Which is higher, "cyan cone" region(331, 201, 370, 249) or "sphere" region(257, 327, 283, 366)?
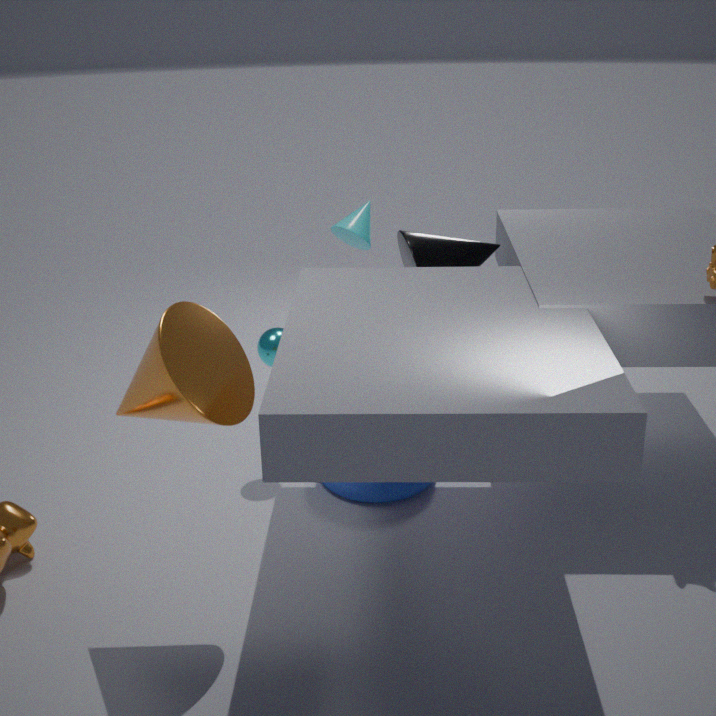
"cyan cone" region(331, 201, 370, 249)
